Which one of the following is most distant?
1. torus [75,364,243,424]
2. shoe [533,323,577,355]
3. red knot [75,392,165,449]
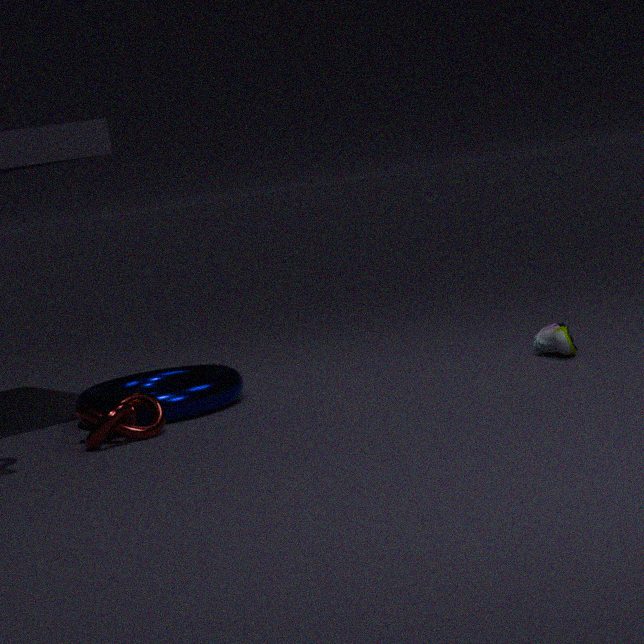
shoe [533,323,577,355]
